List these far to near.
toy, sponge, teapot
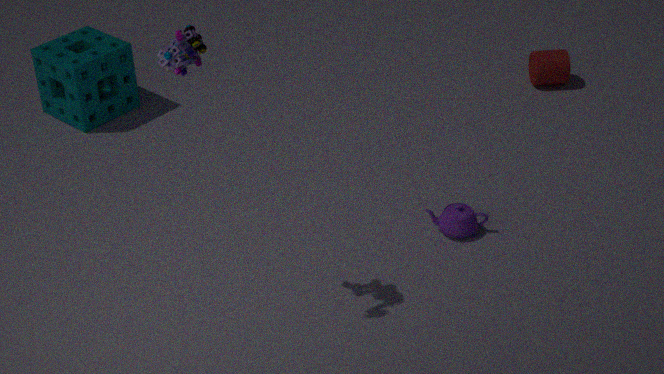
sponge < teapot < toy
